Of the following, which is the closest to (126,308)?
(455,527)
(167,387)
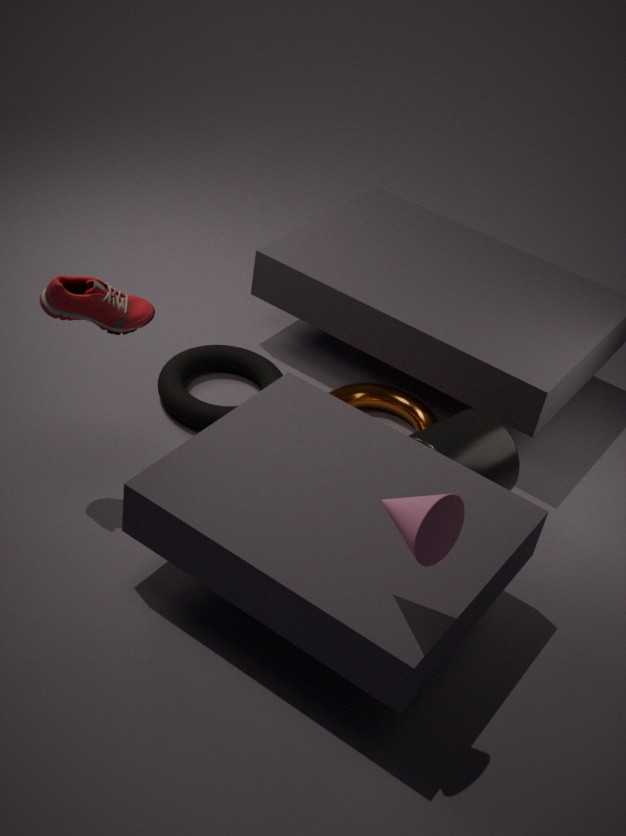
(167,387)
